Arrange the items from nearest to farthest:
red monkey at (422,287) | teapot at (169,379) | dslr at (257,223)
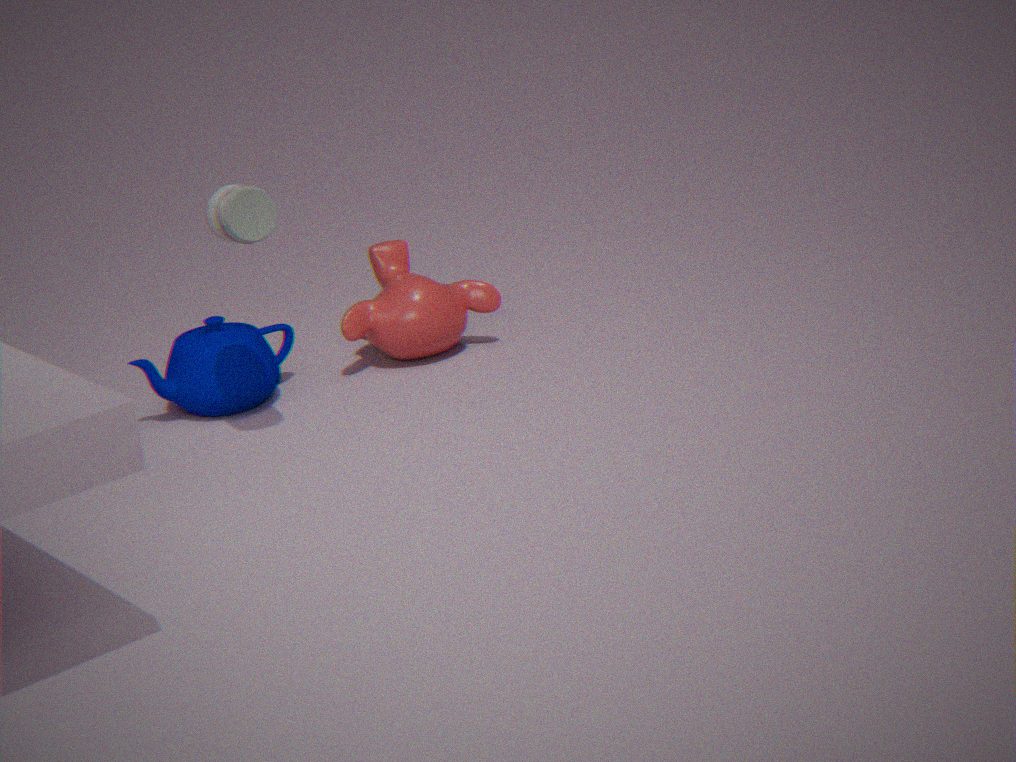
dslr at (257,223) < teapot at (169,379) < red monkey at (422,287)
